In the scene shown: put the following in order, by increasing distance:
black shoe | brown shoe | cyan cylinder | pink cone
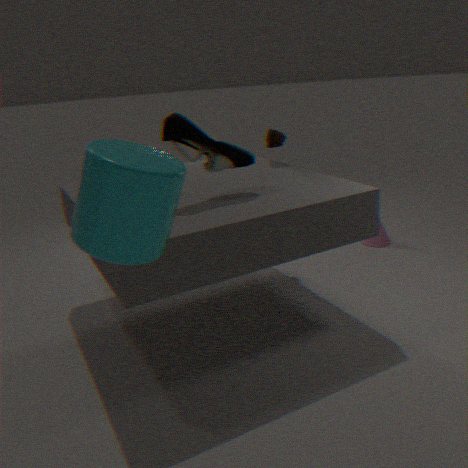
cyan cylinder, black shoe, brown shoe, pink cone
